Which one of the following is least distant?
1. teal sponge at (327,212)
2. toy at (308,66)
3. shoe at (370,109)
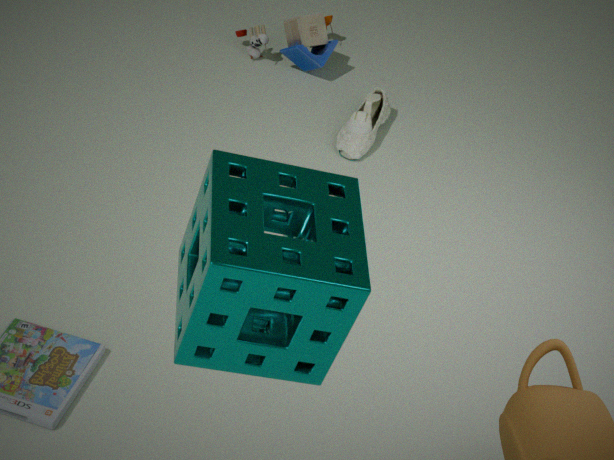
teal sponge at (327,212)
